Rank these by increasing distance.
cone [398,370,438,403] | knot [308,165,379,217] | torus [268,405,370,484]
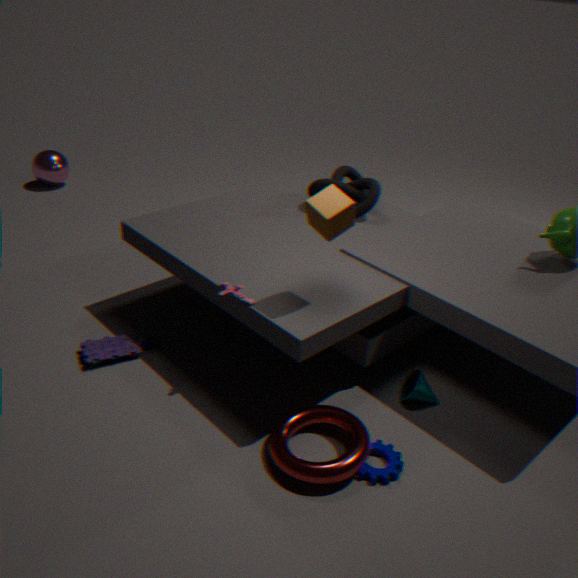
torus [268,405,370,484] → cone [398,370,438,403] → knot [308,165,379,217]
